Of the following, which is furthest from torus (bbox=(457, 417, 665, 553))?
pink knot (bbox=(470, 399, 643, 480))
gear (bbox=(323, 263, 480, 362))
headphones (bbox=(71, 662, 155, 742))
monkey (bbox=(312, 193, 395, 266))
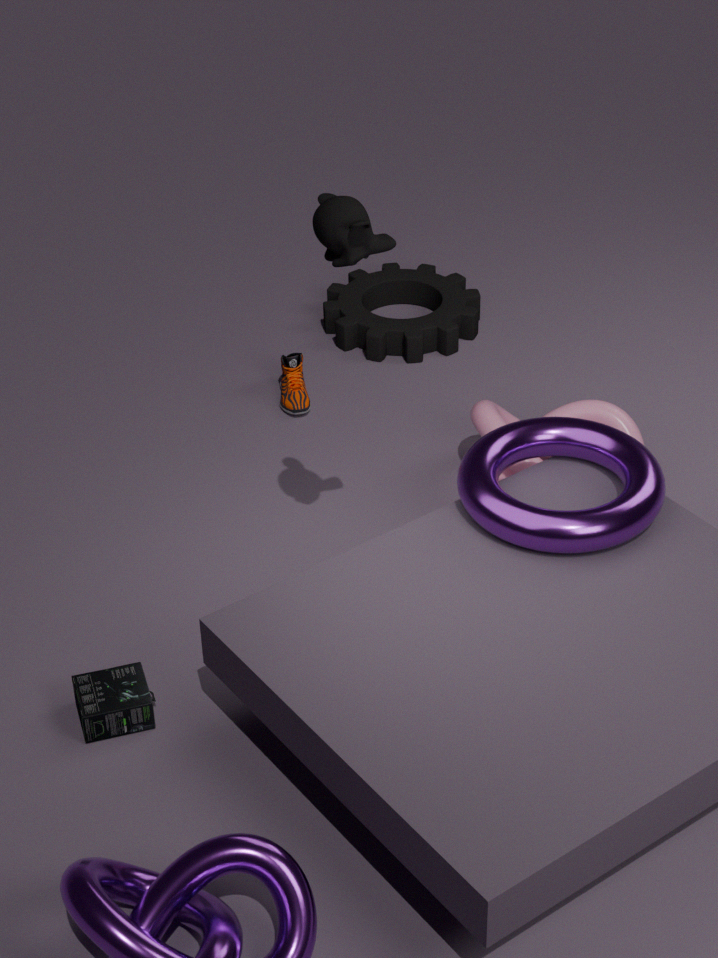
gear (bbox=(323, 263, 480, 362))
